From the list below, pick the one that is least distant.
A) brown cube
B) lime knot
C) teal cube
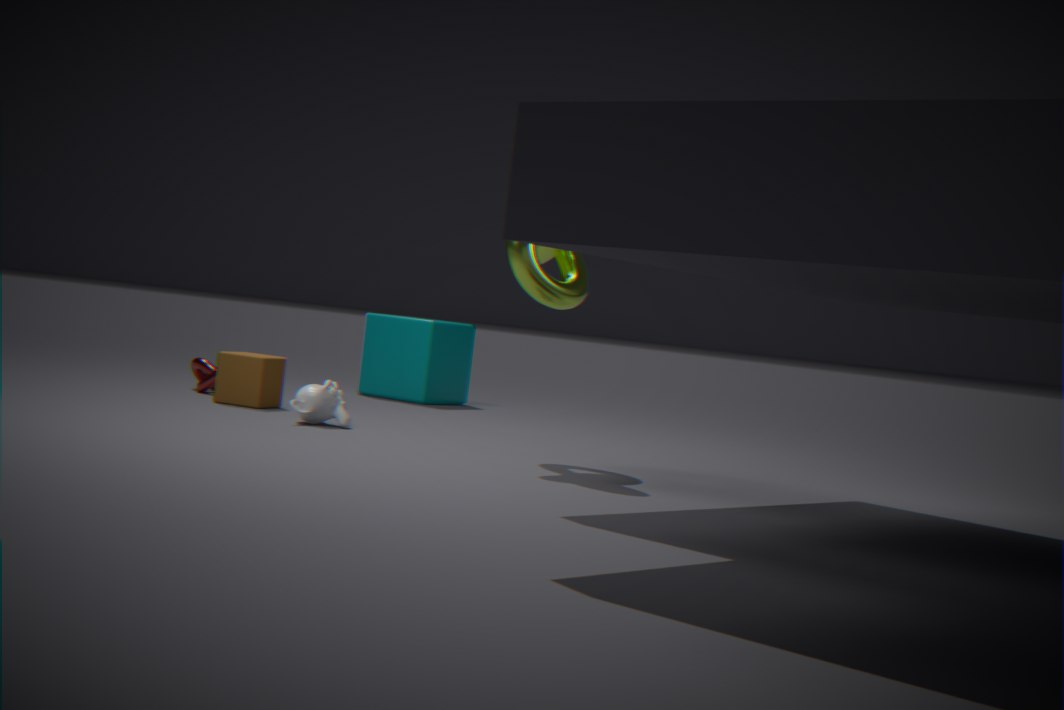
lime knot
